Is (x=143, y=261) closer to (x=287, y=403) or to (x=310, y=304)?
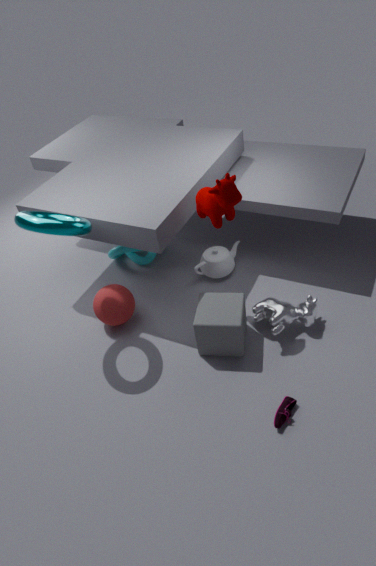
(x=310, y=304)
